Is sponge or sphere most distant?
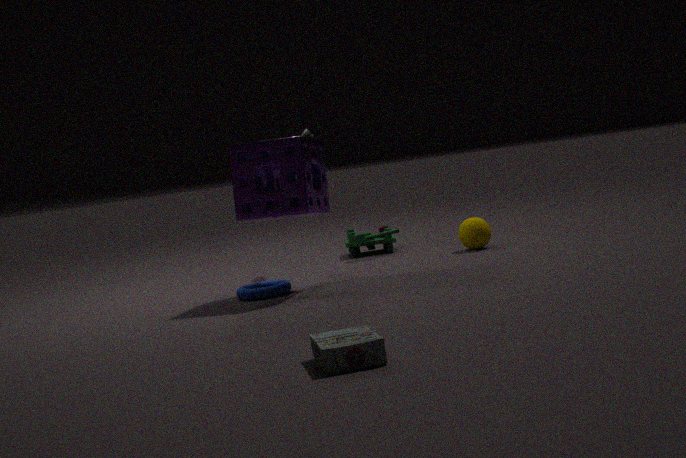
sphere
